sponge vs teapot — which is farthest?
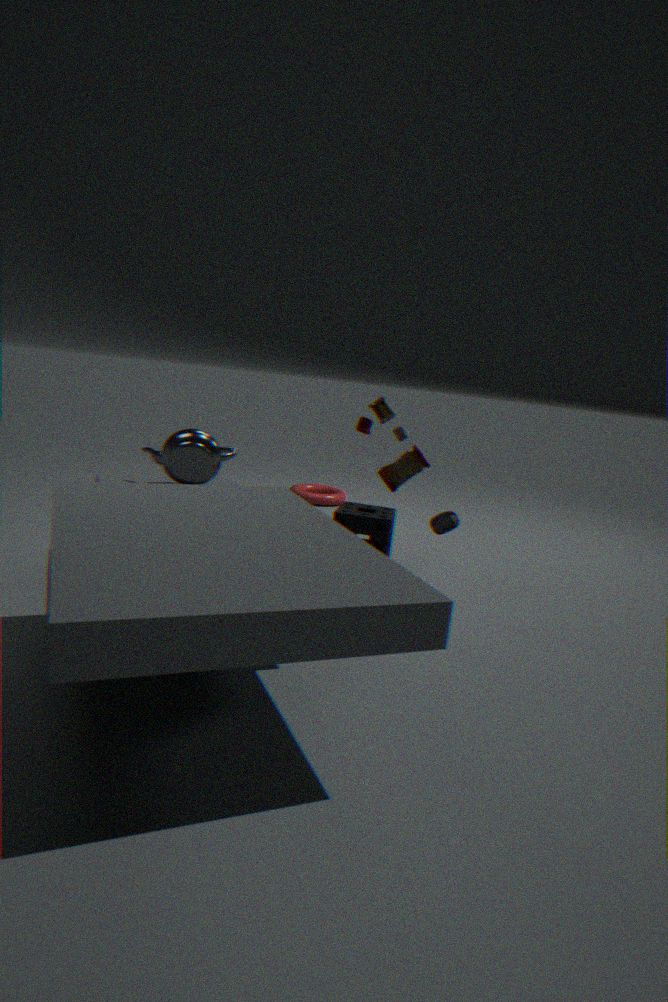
sponge
